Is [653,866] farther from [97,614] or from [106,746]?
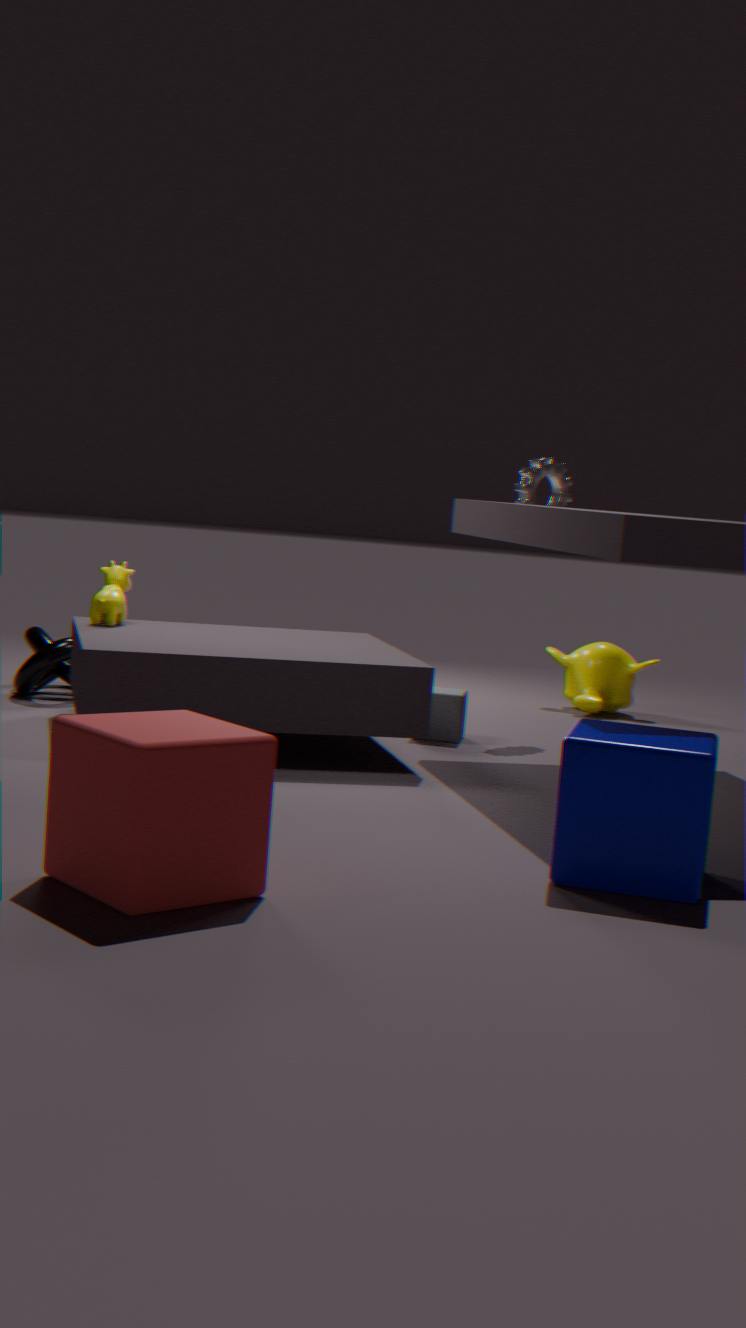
[97,614]
